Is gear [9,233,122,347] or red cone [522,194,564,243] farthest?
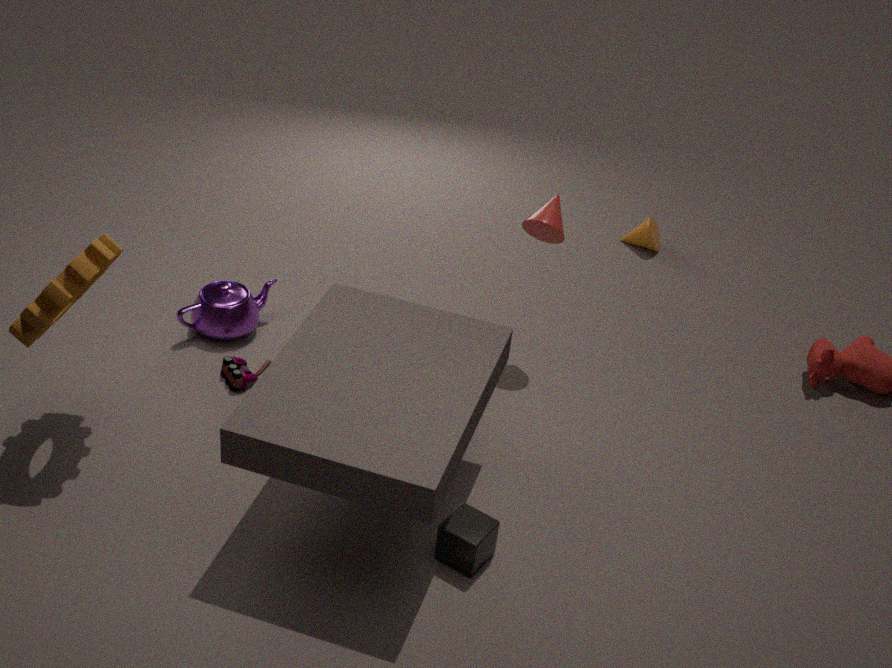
red cone [522,194,564,243]
